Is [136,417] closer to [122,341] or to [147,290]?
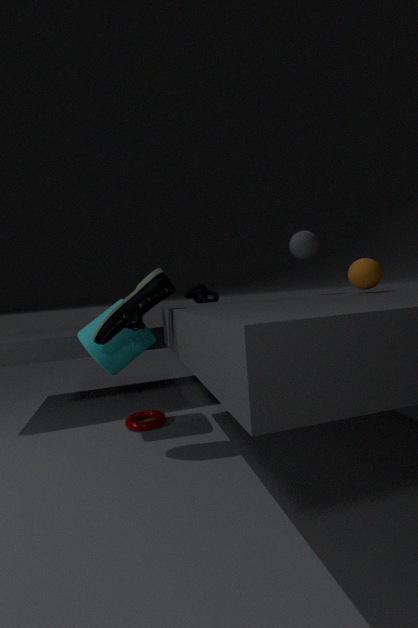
[122,341]
